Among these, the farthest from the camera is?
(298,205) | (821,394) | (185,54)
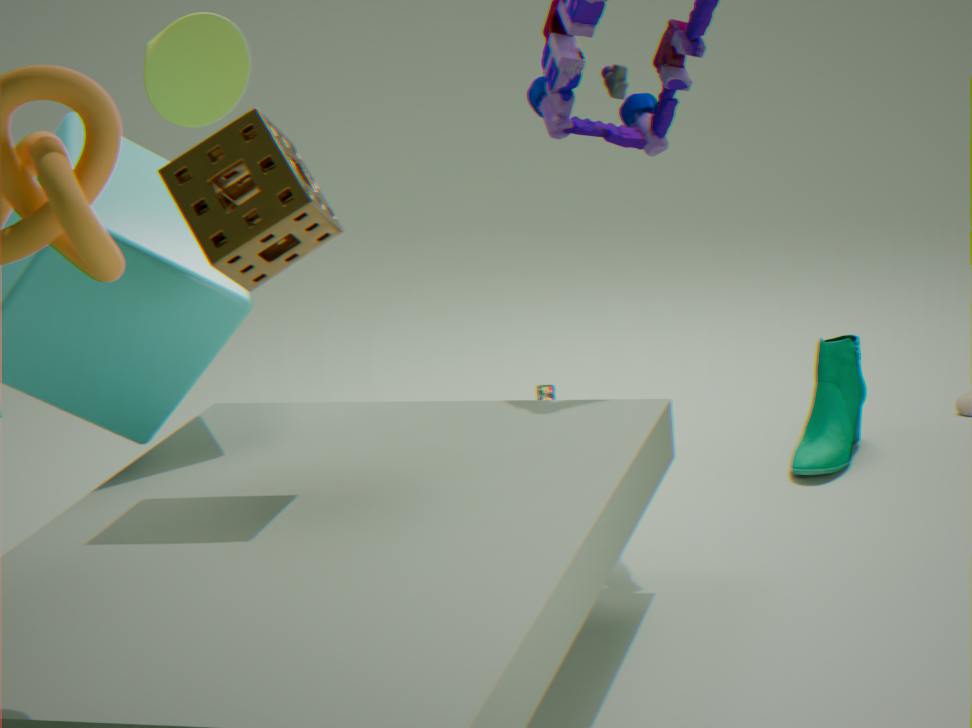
(821,394)
